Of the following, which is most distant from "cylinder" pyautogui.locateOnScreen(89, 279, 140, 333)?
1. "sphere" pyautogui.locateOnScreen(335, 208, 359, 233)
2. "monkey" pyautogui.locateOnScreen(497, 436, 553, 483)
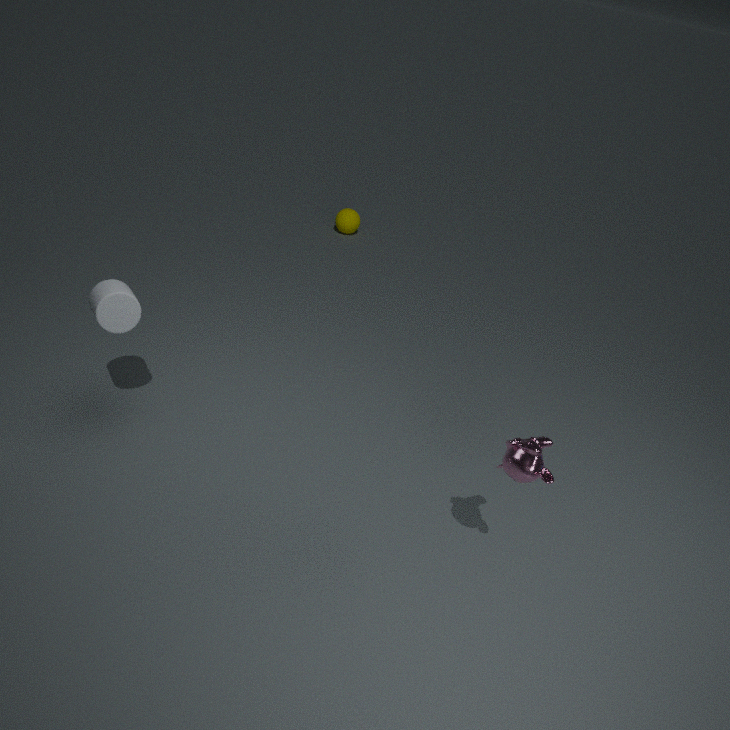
"sphere" pyautogui.locateOnScreen(335, 208, 359, 233)
